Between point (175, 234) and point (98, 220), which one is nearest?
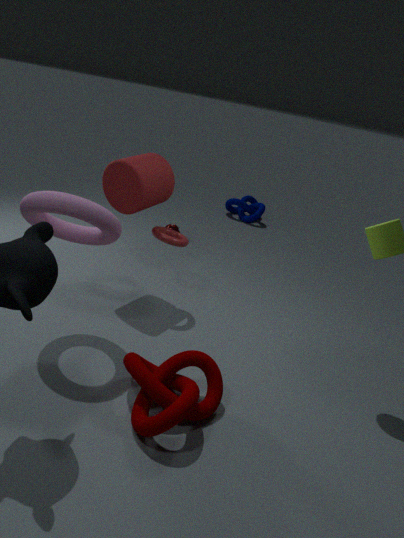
point (98, 220)
